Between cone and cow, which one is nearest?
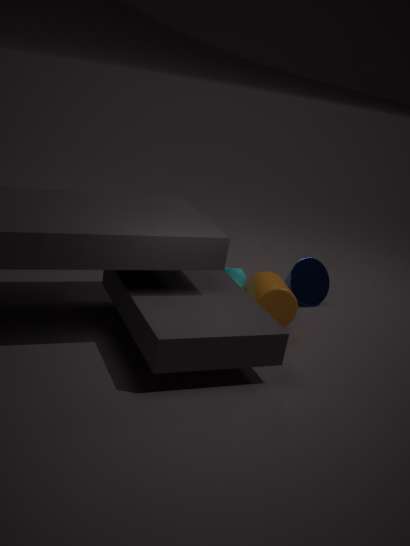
cow
